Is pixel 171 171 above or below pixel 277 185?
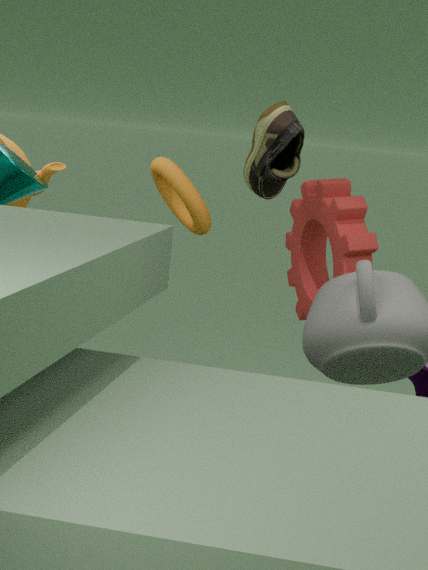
below
